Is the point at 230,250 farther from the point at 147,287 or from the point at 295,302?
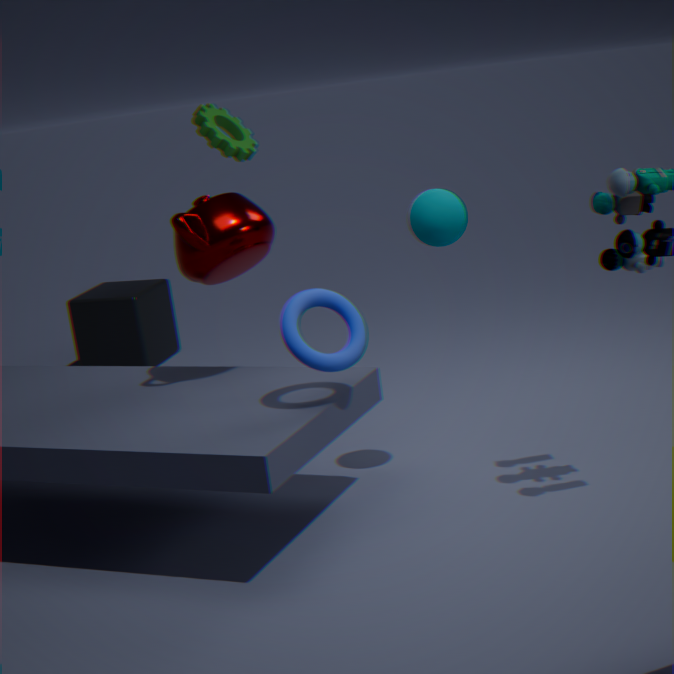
the point at 147,287
